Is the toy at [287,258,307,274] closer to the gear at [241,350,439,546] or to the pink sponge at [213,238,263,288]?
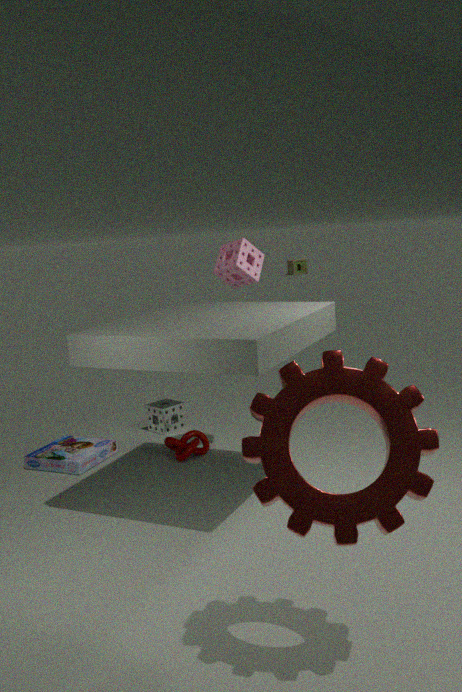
the pink sponge at [213,238,263,288]
